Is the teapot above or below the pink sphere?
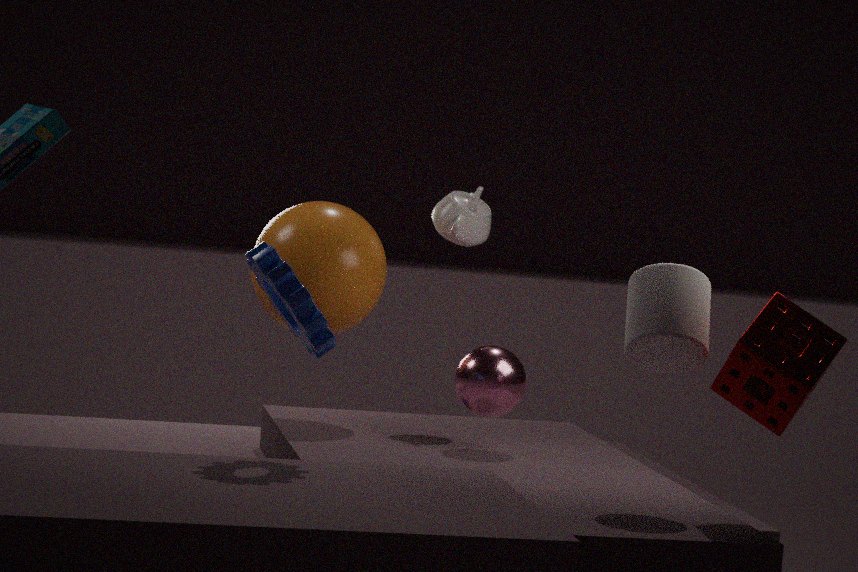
above
